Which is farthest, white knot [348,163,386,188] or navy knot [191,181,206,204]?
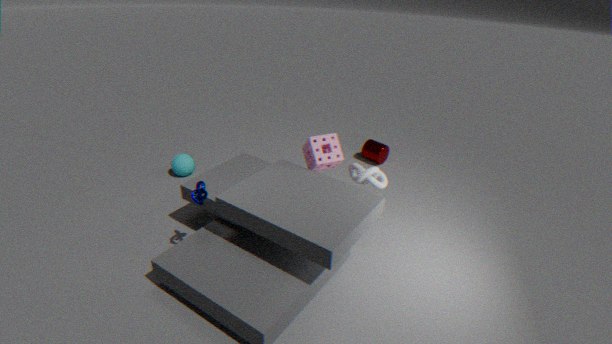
white knot [348,163,386,188]
